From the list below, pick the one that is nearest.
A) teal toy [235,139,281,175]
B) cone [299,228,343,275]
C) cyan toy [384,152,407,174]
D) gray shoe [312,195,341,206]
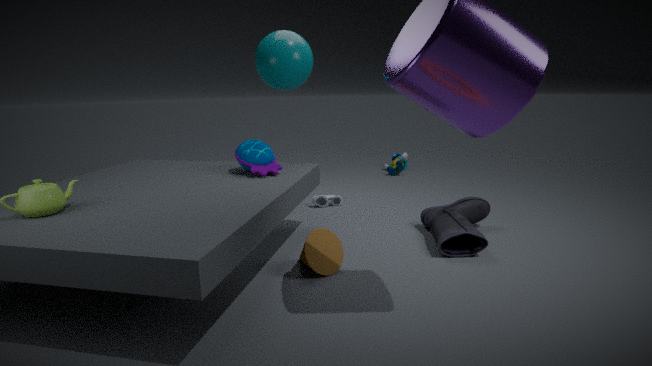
B. cone [299,228,343,275]
